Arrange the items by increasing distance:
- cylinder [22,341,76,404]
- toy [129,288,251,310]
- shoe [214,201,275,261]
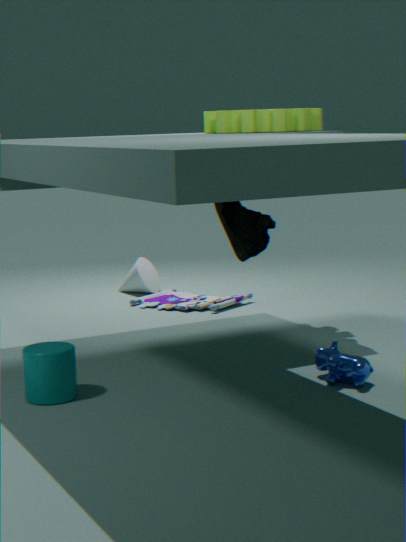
cylinder [22,341,76,404], shoe [214,201,275,261], toy [129,288,251,310]
